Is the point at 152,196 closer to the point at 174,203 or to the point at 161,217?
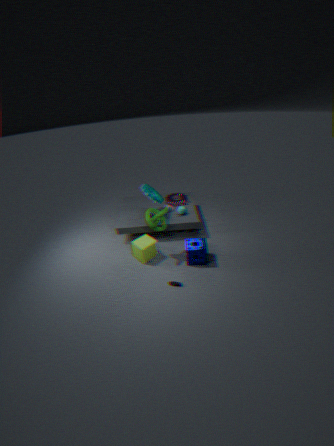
the point at 174,203
